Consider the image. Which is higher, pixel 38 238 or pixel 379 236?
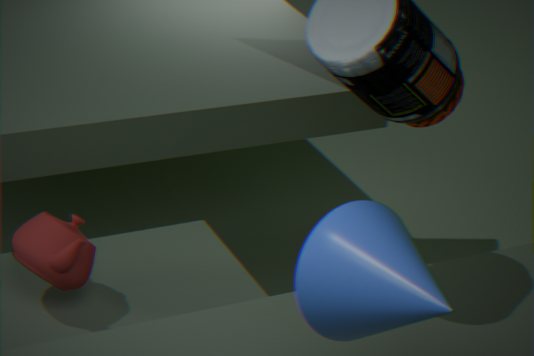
pixel 379 236
